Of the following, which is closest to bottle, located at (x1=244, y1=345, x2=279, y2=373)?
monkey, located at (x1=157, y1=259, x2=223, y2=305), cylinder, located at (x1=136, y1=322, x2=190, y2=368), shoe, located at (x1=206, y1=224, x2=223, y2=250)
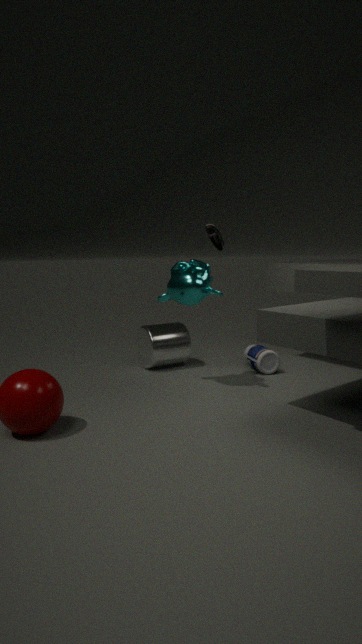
cylinder, located at (x1=136, y1=322, x2=190, y2=368)
